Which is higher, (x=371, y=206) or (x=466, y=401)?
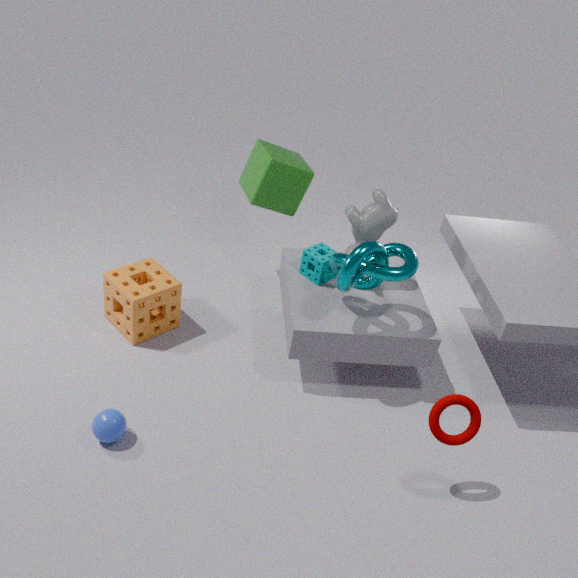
(x=371, y=206)
